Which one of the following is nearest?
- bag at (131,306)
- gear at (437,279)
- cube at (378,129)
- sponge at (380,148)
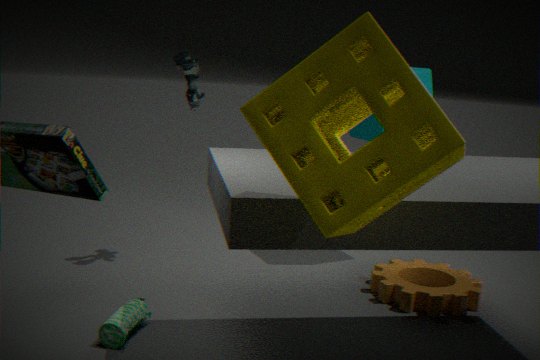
sponge at (380,148)
